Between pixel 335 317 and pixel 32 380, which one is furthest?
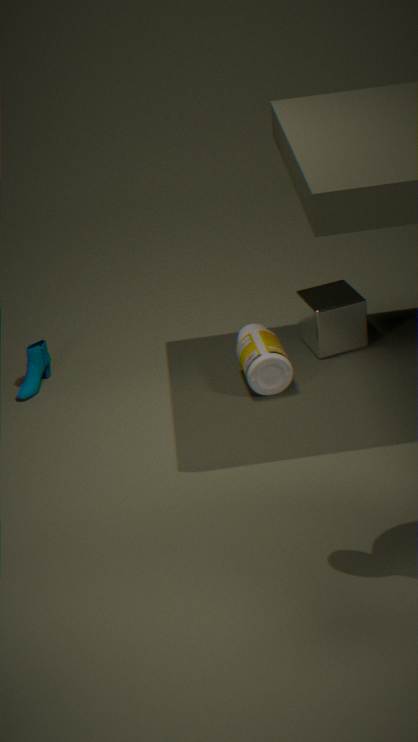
pixel 32 380
